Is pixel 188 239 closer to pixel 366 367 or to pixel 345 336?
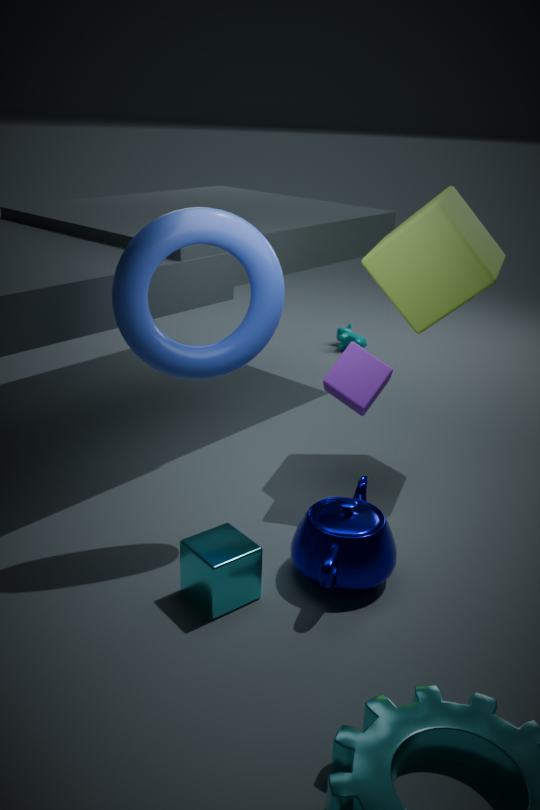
pixel 366 367
